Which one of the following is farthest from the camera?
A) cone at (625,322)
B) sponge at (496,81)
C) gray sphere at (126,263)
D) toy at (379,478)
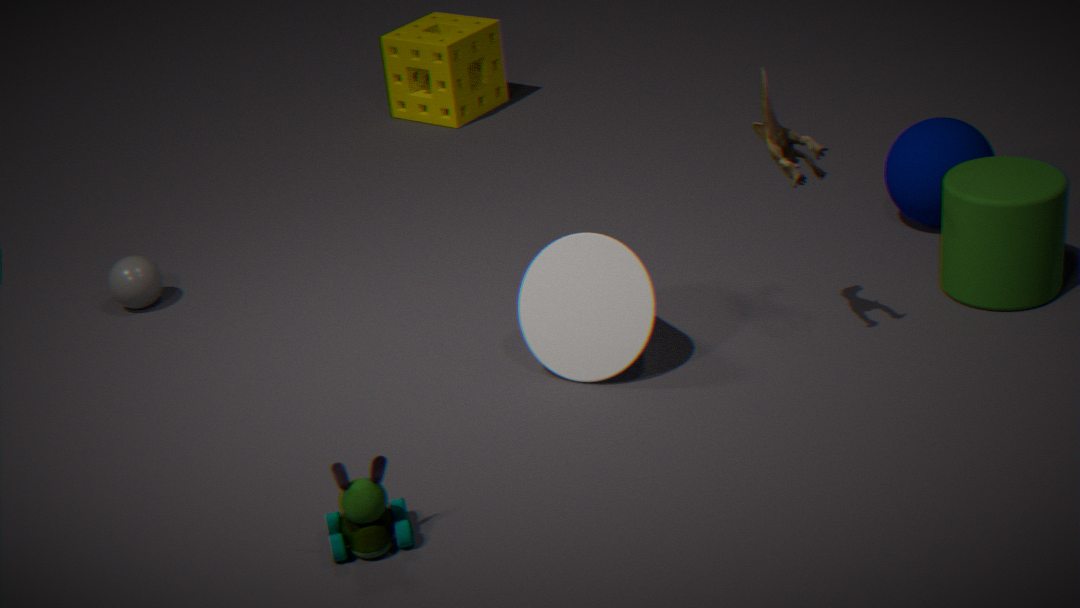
sponge at (496,81)
